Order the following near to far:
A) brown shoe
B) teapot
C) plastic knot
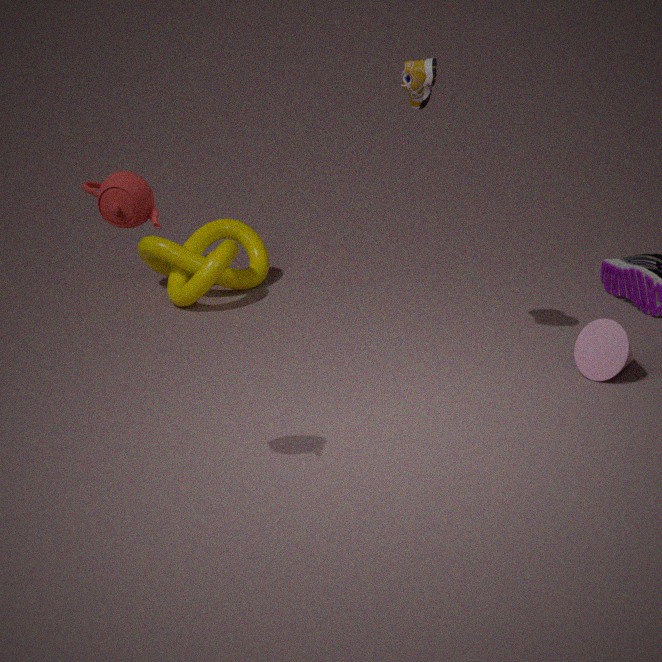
teapot, brown shoe, plastic knot
